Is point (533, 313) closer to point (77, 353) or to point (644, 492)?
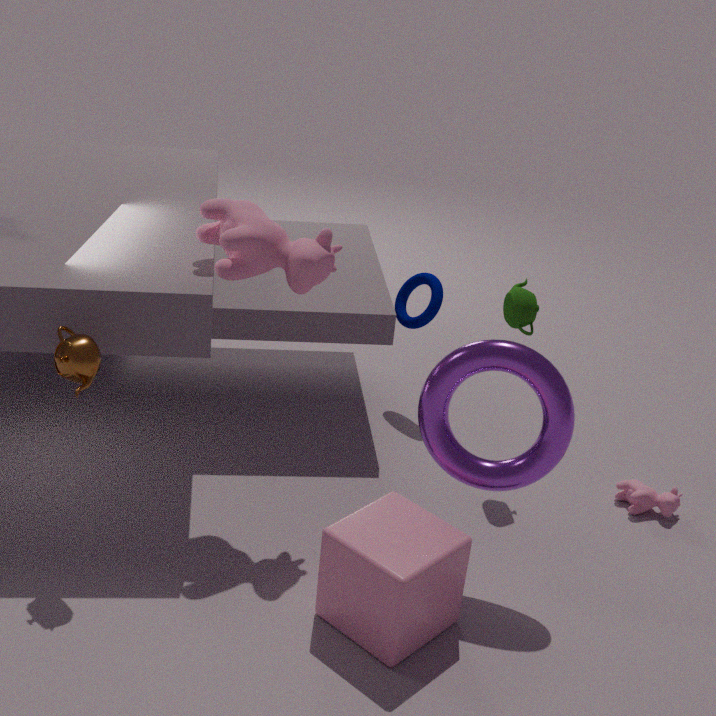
point (644, 492)
